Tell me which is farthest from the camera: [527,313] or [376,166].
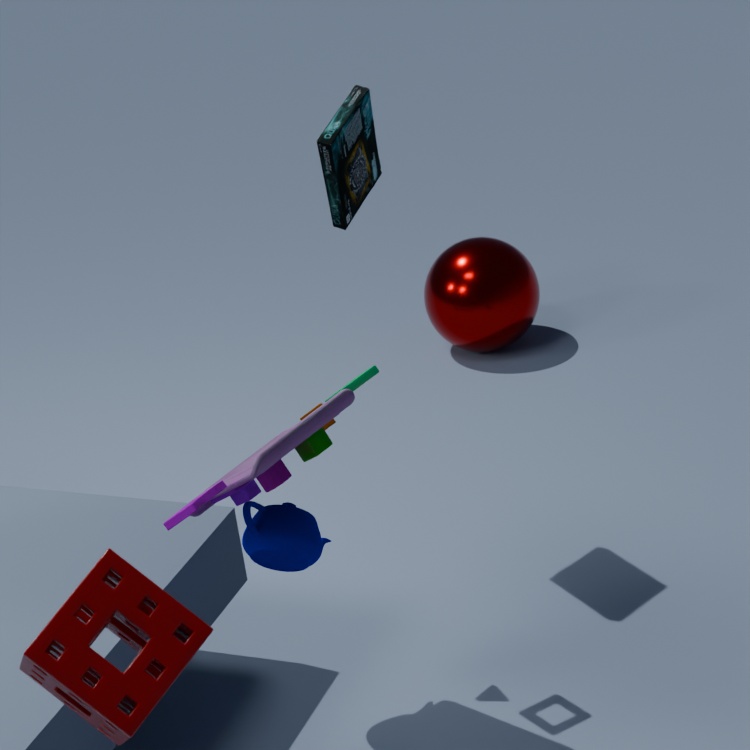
[527,313]
